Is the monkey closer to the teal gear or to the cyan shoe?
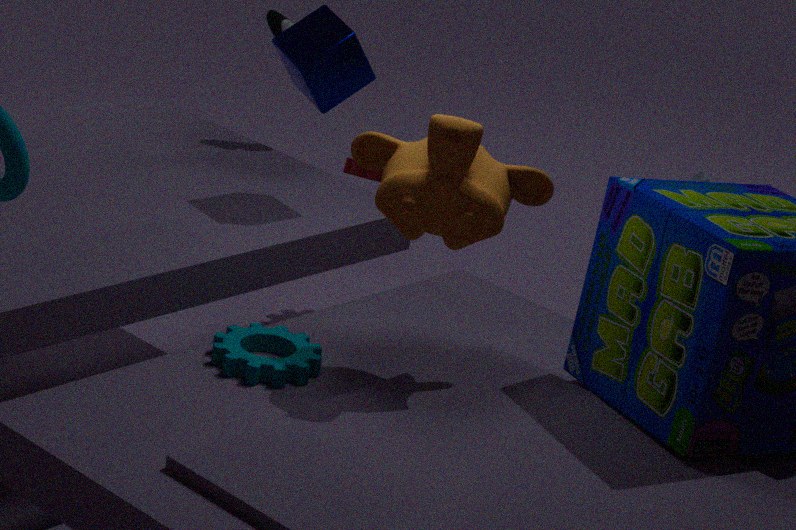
the teal gear
